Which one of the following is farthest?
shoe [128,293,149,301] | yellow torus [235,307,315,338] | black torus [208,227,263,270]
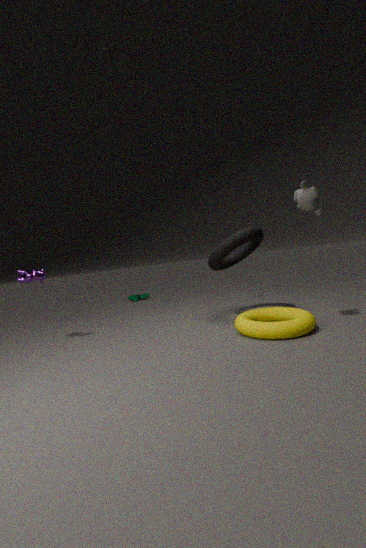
shoe [128,293,149,301]
